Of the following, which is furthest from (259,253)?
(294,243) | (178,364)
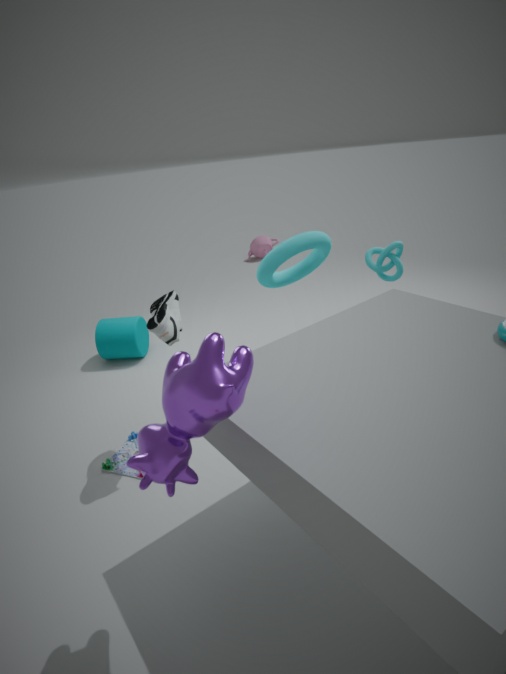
(178,364)
